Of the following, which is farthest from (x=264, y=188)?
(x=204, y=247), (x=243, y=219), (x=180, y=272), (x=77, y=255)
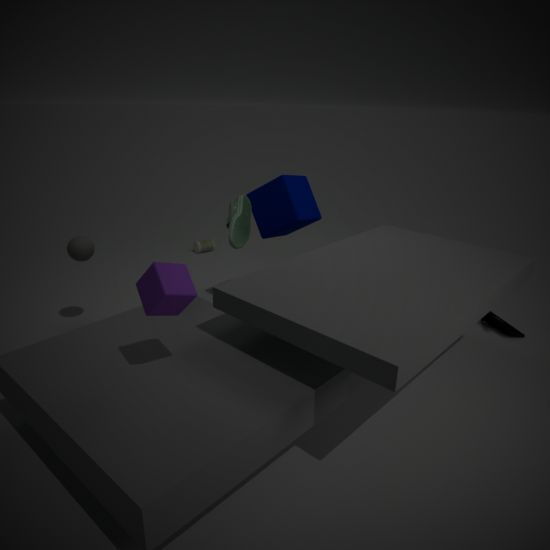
(x=204, y=247)
